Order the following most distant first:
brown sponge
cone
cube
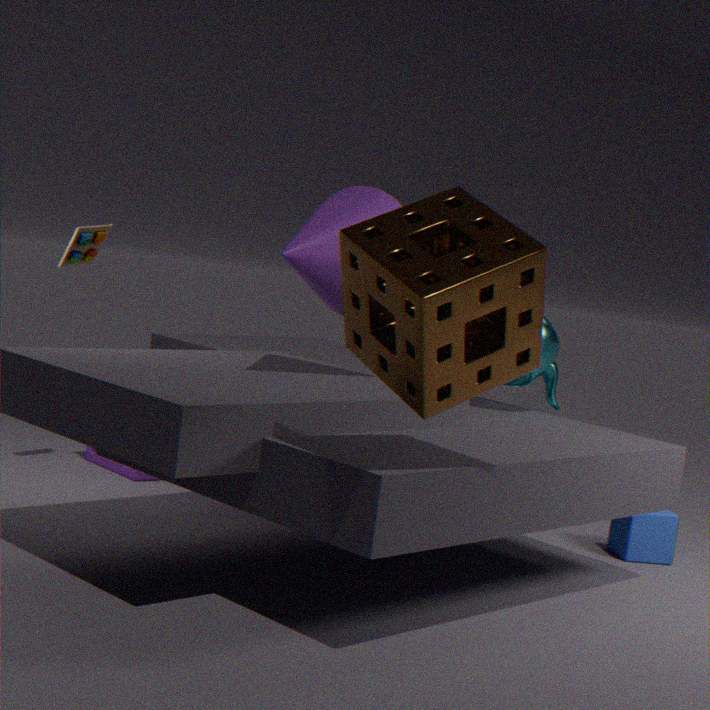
cube < cone < brown sponge
